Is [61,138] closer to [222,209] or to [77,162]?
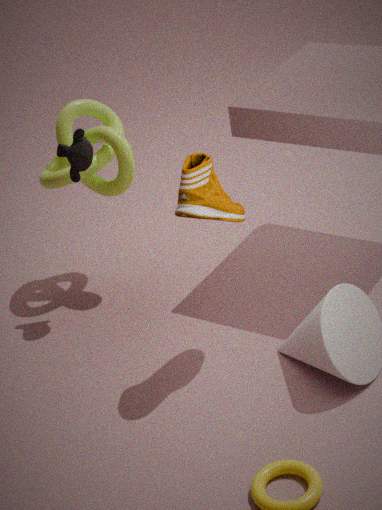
[77,162]
